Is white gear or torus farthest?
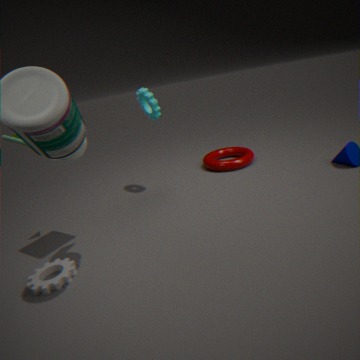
torus
